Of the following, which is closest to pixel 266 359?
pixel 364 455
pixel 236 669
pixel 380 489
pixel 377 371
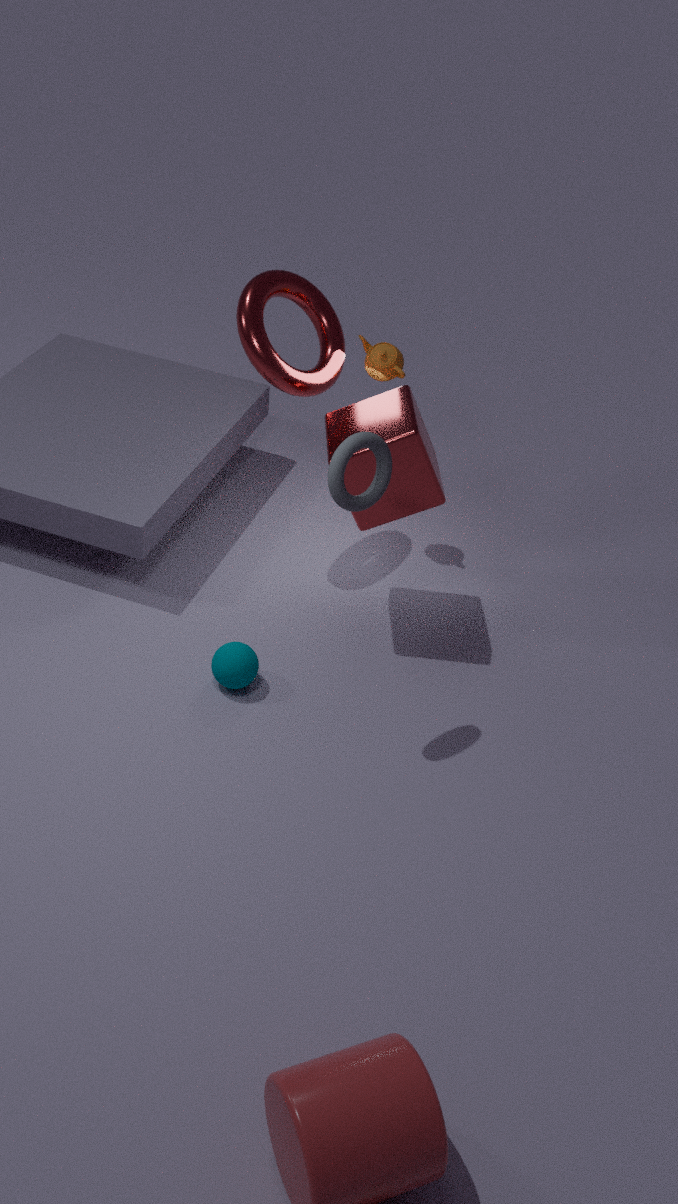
pixel 377 371
